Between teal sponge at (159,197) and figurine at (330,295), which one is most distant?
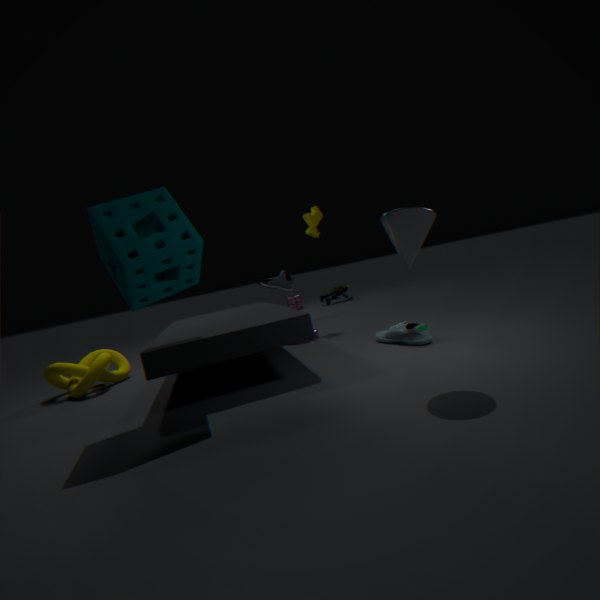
figurine at (330,295)
